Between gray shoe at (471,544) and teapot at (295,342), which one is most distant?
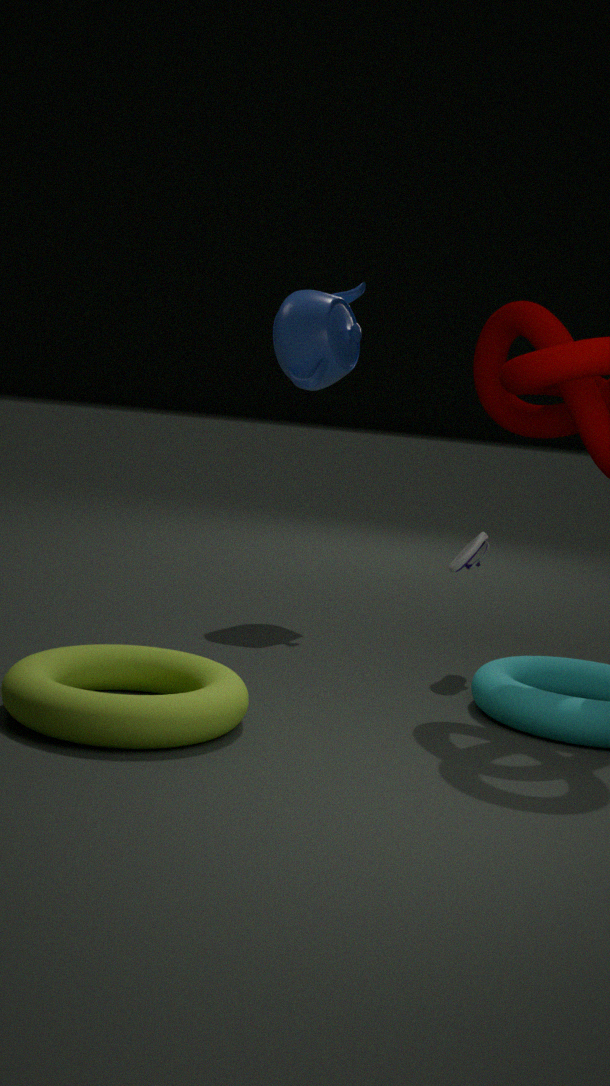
teapot at (295,342)
